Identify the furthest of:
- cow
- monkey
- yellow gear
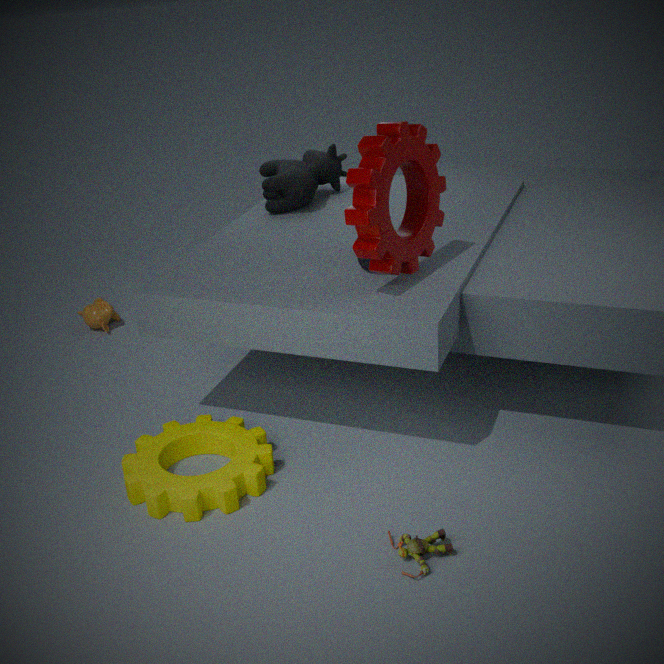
monkey
